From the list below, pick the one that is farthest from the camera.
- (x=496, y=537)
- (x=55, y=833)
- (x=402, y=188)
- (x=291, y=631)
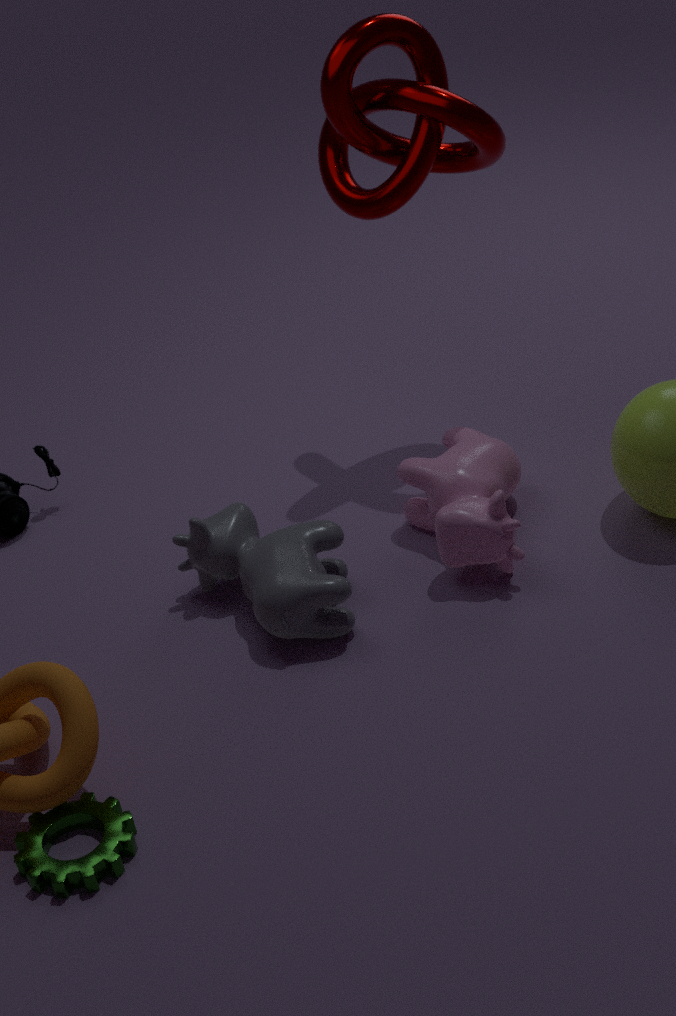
(x=402, y=188)
